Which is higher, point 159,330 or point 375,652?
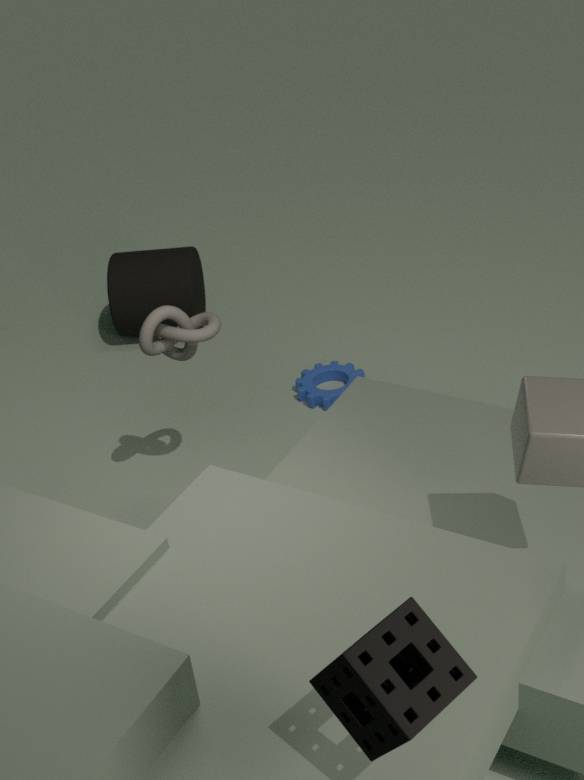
point 375,652
